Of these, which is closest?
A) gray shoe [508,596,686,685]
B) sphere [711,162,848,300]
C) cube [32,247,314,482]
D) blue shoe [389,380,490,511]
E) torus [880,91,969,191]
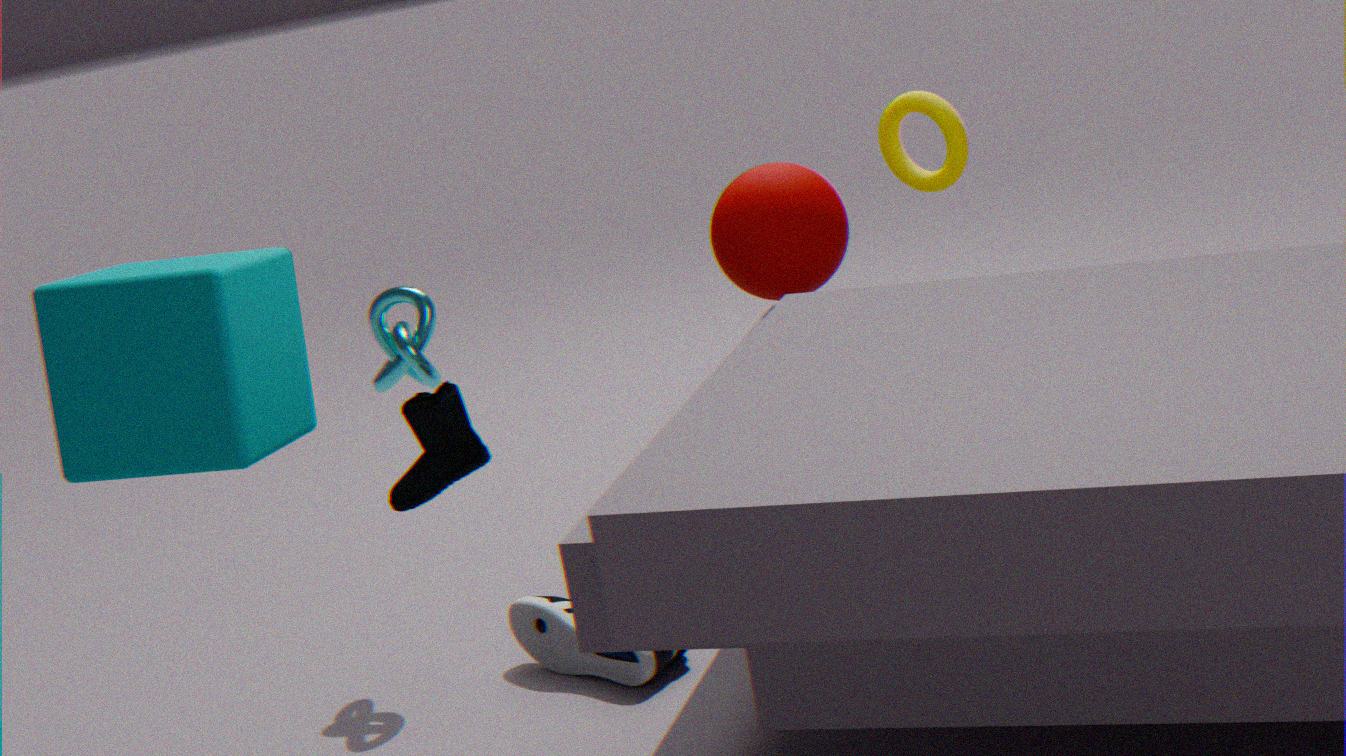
cube [32,247,314,482]
